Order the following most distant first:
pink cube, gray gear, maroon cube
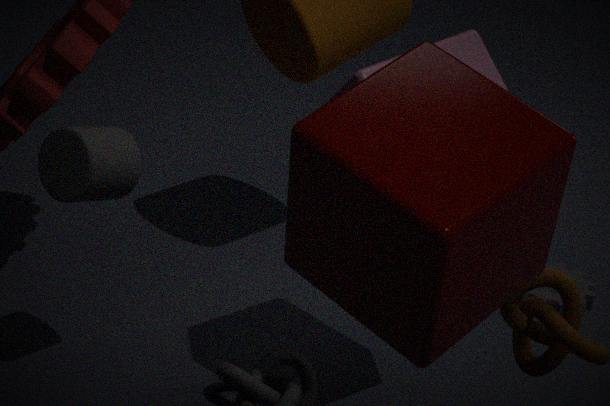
gray gear → pink cube → maroon cube
